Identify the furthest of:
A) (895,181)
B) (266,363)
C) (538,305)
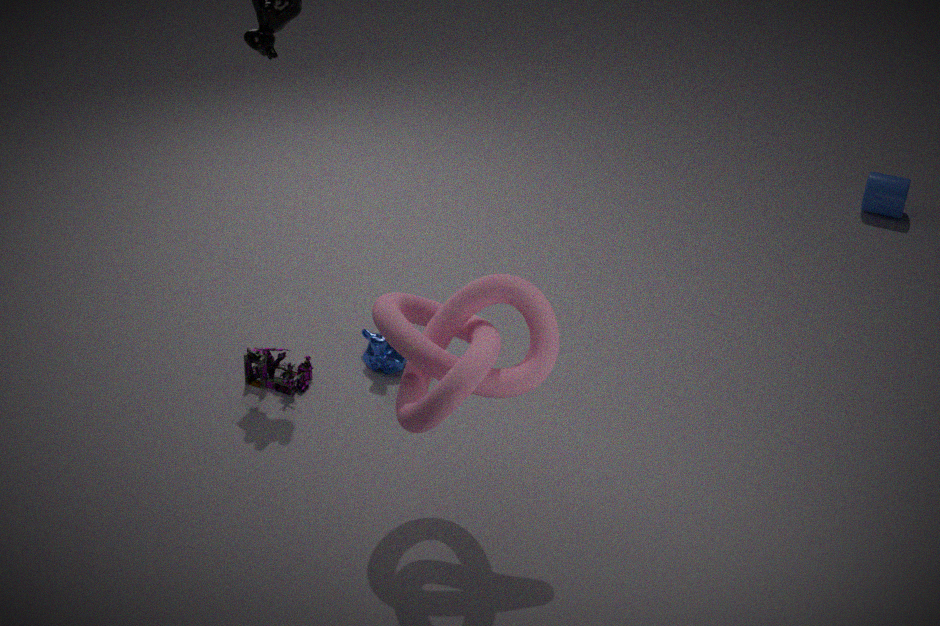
(895,181)
